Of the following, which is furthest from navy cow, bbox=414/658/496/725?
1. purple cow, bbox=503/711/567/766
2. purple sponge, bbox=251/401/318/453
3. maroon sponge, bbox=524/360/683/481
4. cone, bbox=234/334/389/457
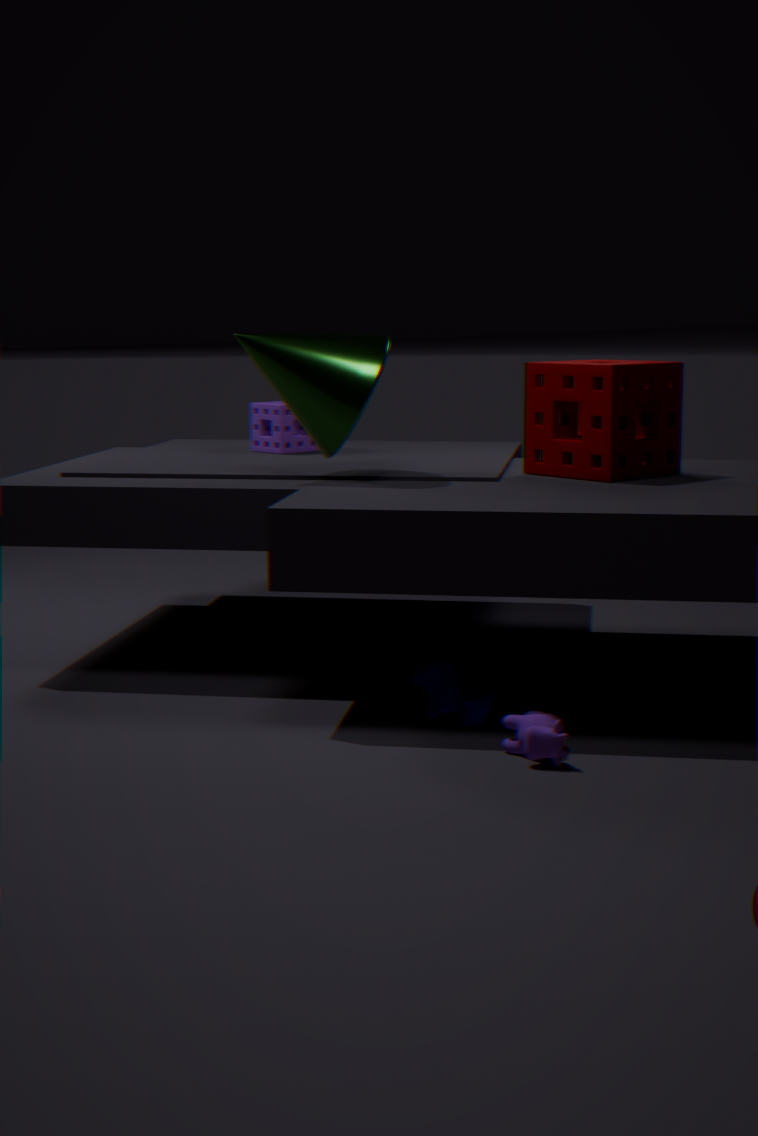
purple sponge, bbox=251/401/318/453
